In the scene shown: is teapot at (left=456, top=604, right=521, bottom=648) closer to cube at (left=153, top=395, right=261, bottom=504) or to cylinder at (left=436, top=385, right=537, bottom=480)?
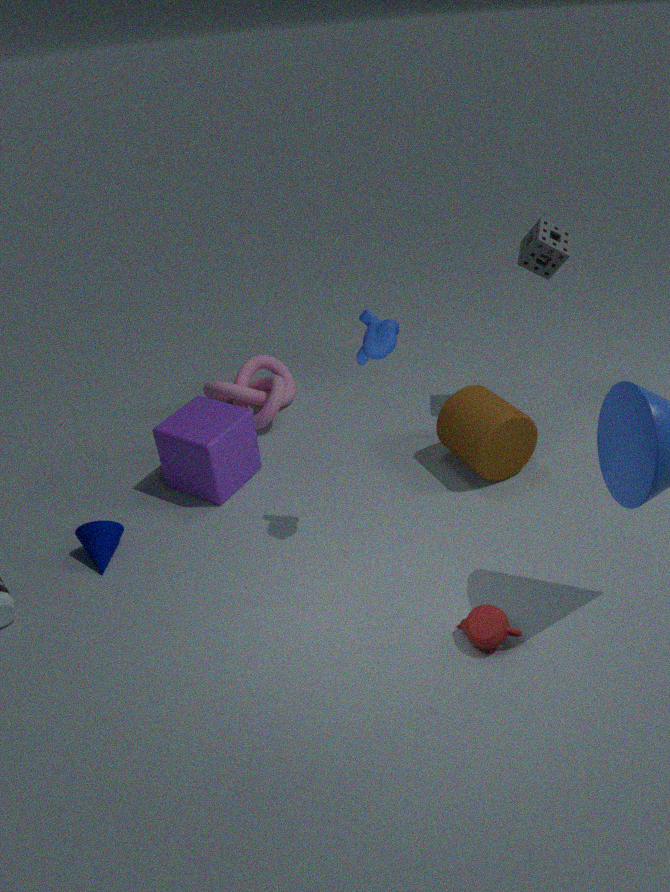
cylinder at (left=436, top=385, right=537, bottom=480)
